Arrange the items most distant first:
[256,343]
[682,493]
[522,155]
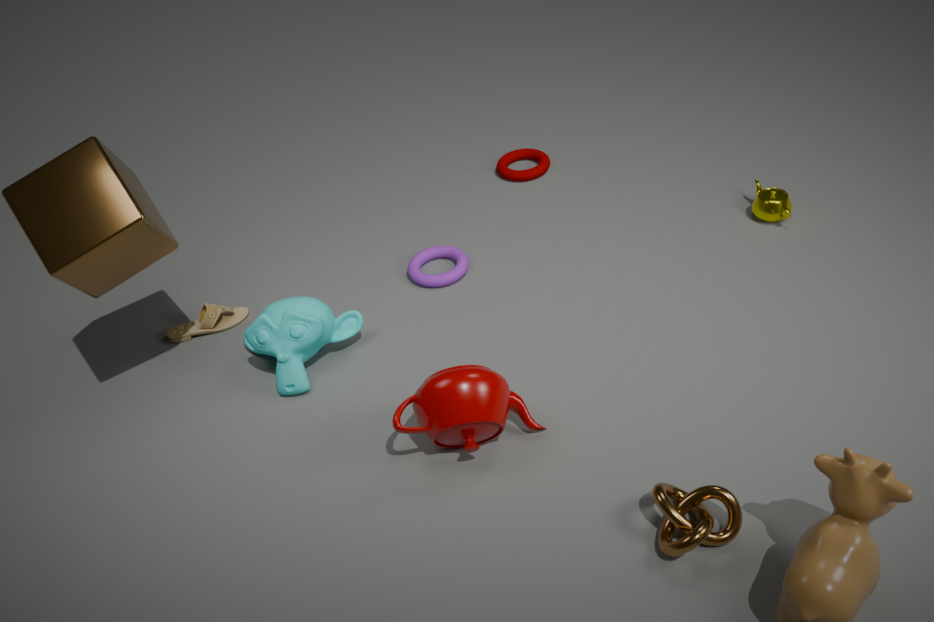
[522,155] < [256,343] < [682,493]
